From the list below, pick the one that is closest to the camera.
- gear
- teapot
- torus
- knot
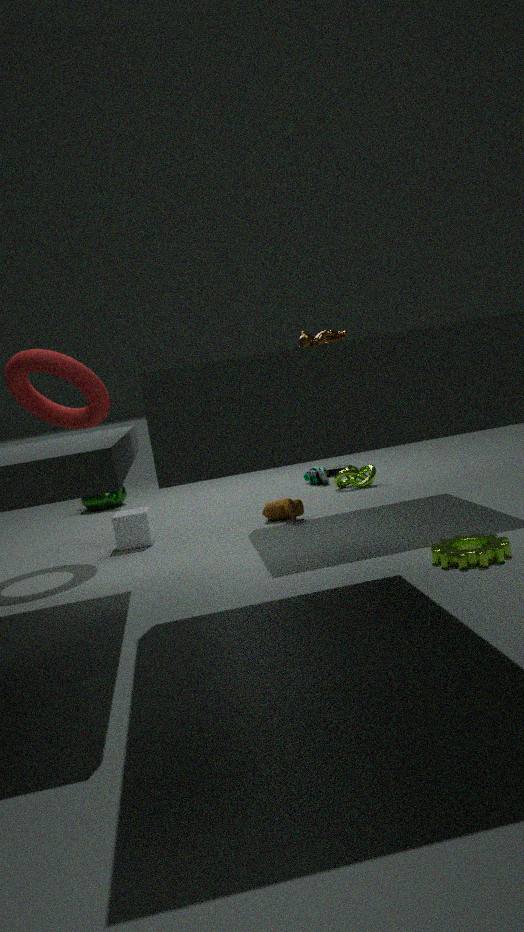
gear
